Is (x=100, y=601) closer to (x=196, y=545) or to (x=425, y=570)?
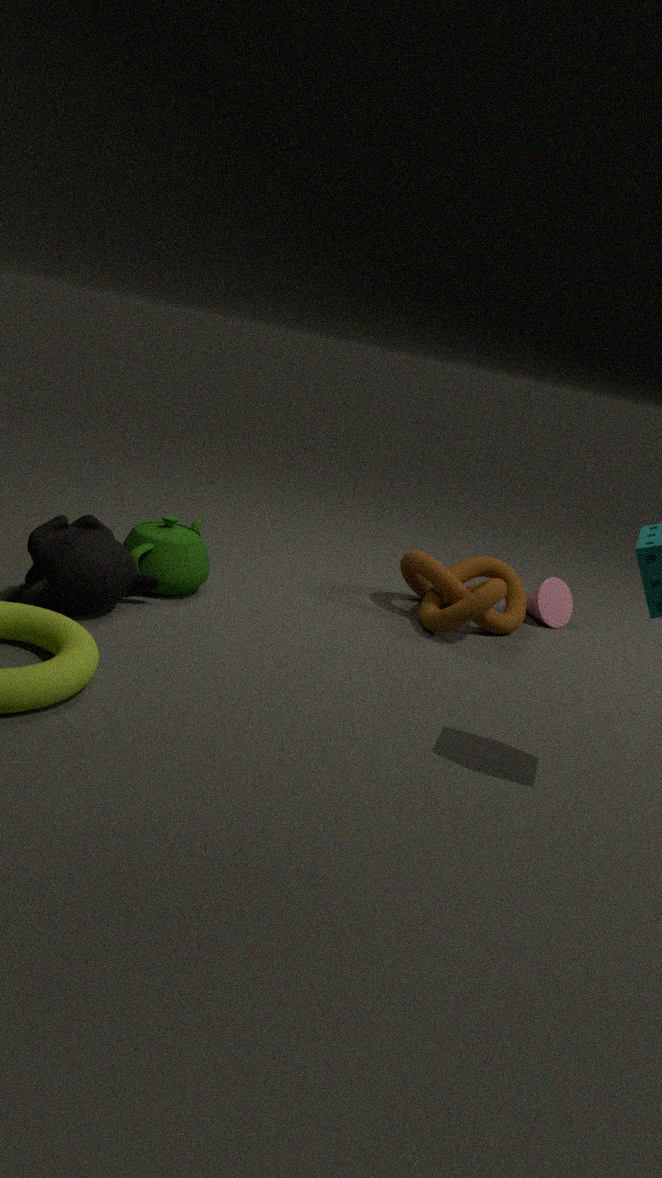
(x=196, y=545)
